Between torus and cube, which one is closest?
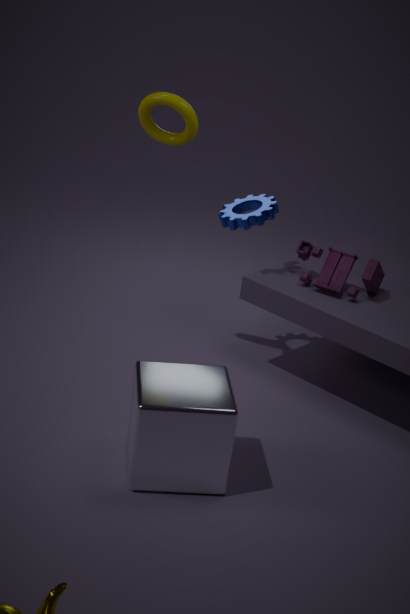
cube
